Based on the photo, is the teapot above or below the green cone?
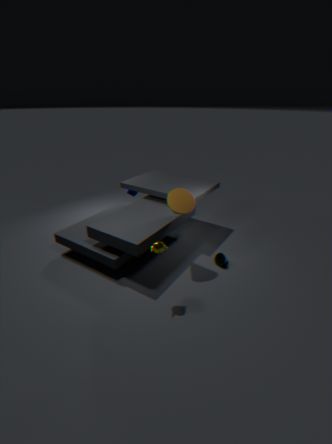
above
